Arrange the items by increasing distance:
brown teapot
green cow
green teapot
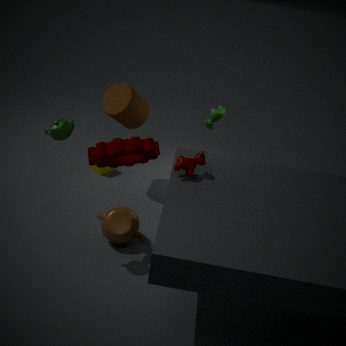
1. green teapot
2. brown teapot
3. green cow
